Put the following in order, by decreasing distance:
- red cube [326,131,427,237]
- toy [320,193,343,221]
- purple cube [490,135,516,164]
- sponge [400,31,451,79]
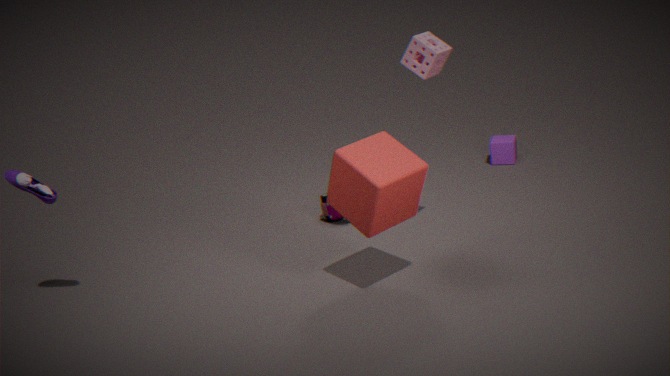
purple cube [490,135,516,164] < toy [320,193,343,221] < sponge [400,31,451,79] < red cube [326,131,427,237]
